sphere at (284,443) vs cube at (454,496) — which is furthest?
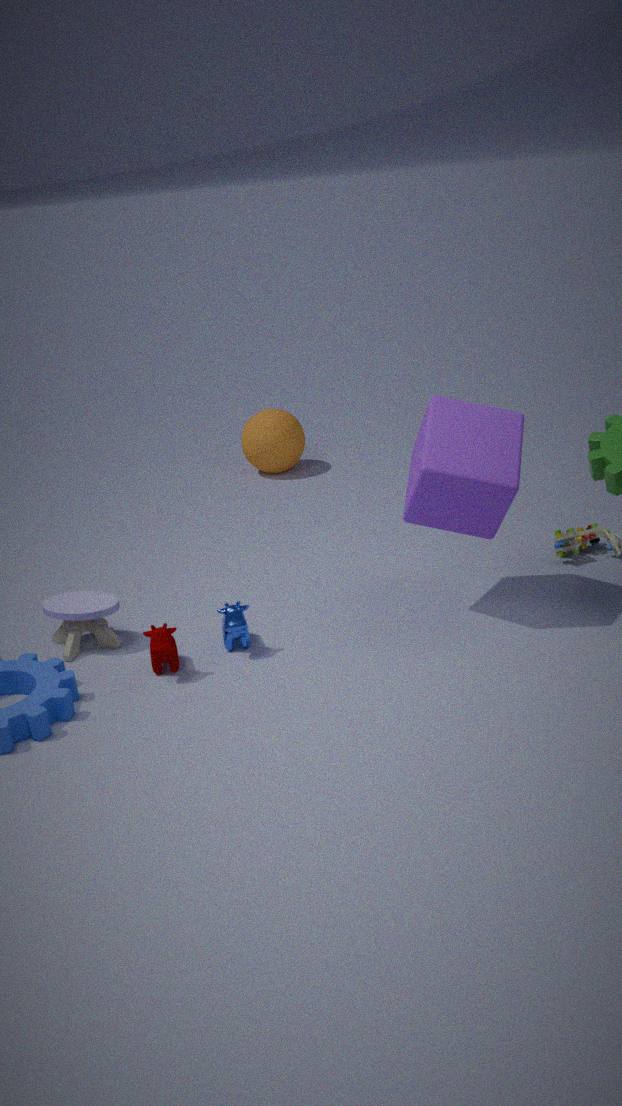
sphere at (284,443)
